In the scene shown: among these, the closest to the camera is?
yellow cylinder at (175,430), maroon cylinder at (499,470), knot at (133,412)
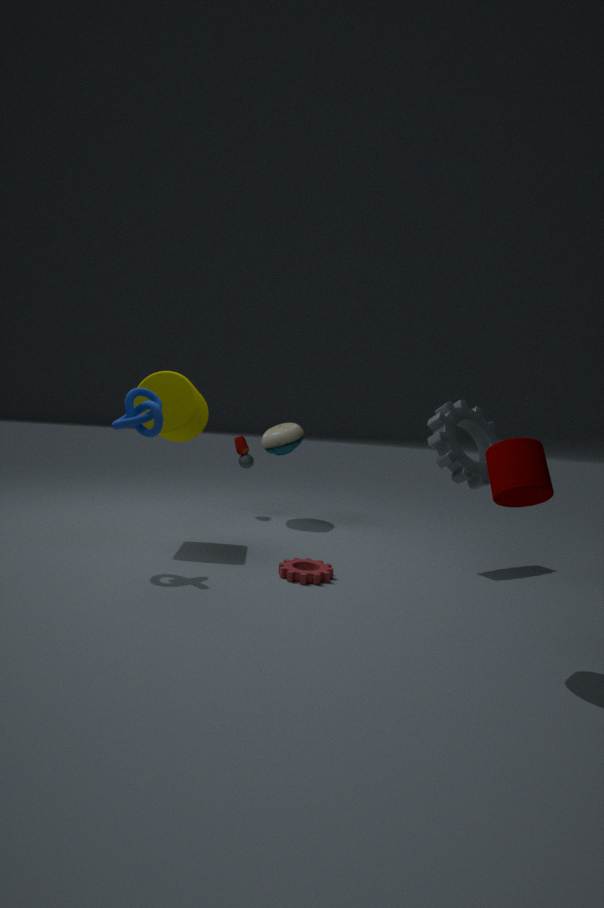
maroon cylinder at (499,470)
